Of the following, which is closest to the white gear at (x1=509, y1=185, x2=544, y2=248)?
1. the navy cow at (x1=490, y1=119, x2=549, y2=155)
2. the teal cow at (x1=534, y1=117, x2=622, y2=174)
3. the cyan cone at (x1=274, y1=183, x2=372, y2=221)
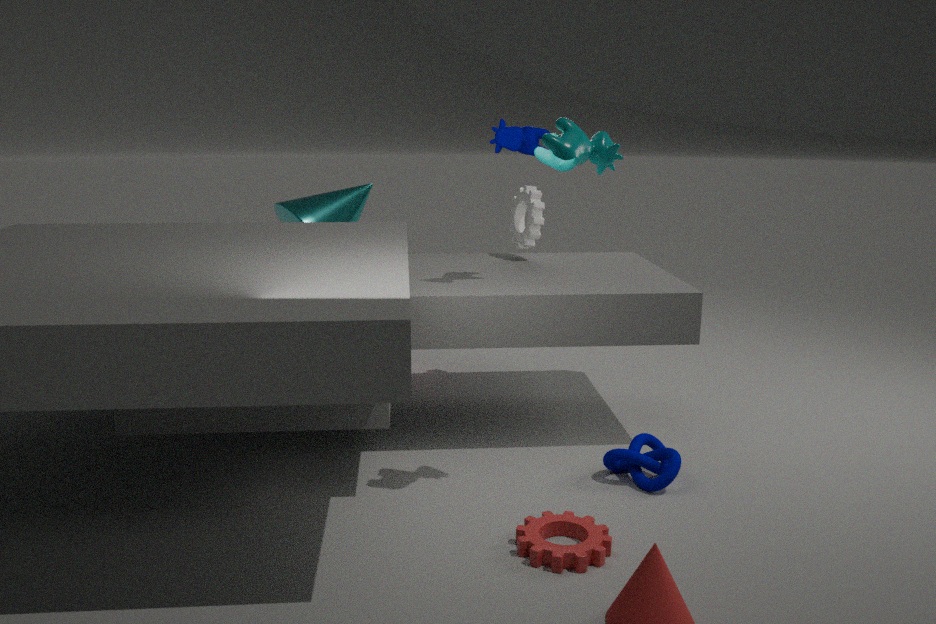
the navy cow at (x1=490, y1=119, x2=549, y2=155)
